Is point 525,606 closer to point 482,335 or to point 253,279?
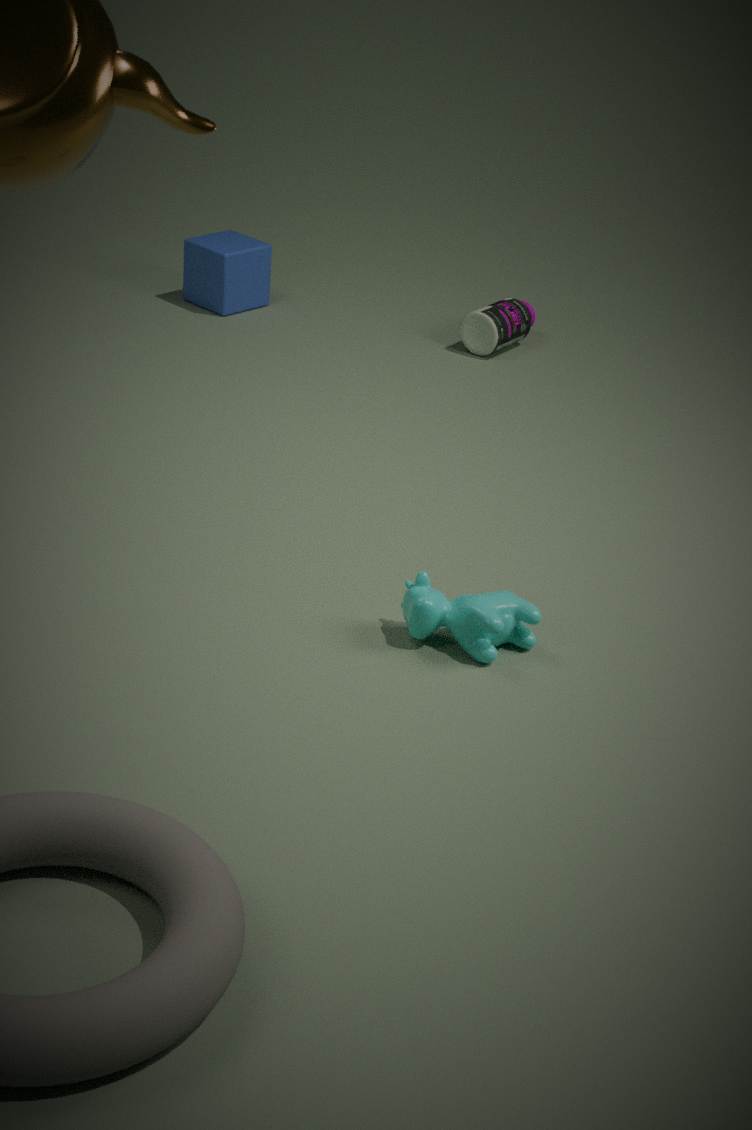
point 482,335
